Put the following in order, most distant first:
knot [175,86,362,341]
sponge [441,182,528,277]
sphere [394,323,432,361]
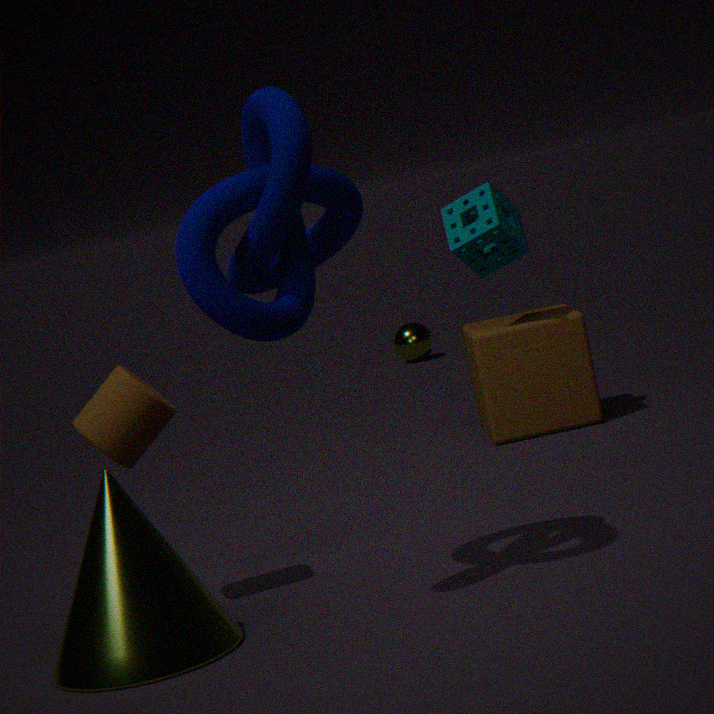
sphere [394,323,432,361], sponge [441,182,528,277], knot [175,86,362,341]
